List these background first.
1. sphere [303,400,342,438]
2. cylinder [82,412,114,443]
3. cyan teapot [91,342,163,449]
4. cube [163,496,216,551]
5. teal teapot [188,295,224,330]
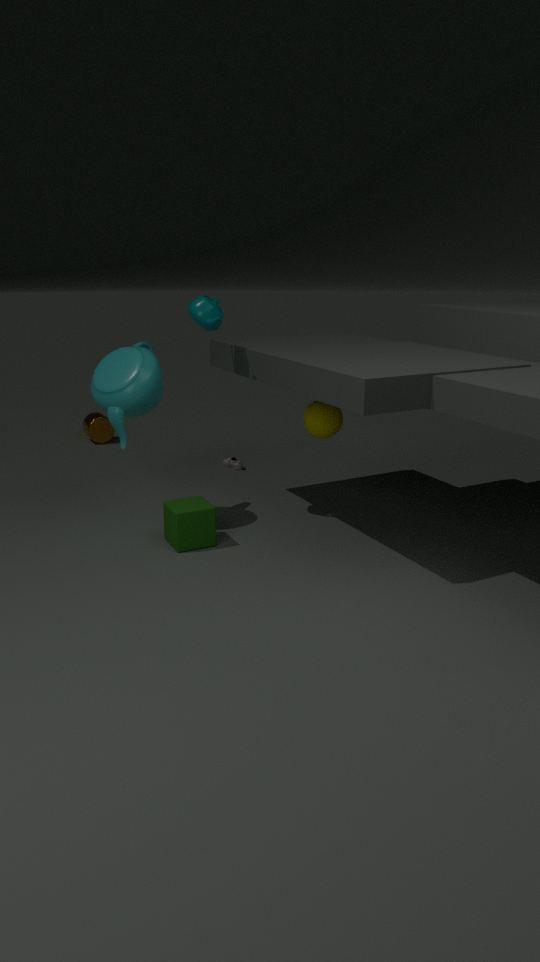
cylinder [82,412,114,443]
sphere [303,400,342,438]
teal teapot [188,295,224,330]
cyan teapot [91,342,163,449]
cube [163,496,216,551]
